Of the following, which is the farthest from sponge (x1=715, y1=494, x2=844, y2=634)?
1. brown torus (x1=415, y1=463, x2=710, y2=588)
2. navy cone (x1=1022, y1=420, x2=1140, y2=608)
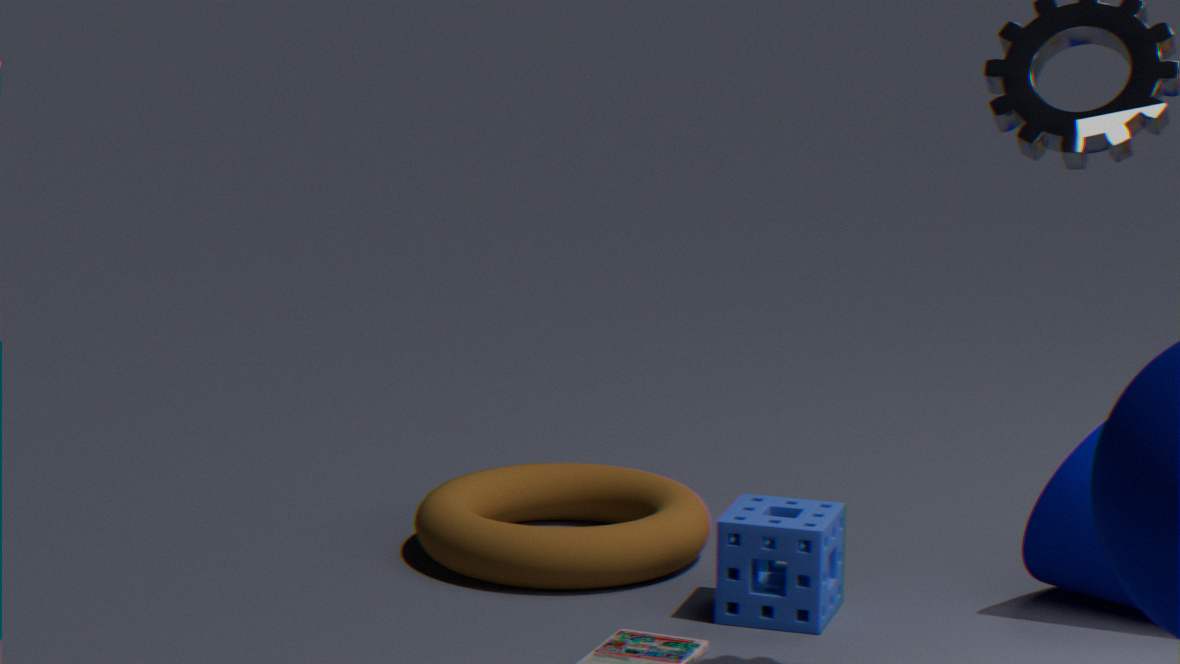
navy cone (x1=1022, y1=420, x2=1140, y2=608)
